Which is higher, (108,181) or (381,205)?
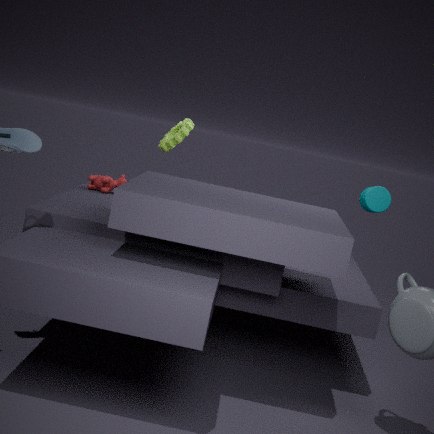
(381,205)
